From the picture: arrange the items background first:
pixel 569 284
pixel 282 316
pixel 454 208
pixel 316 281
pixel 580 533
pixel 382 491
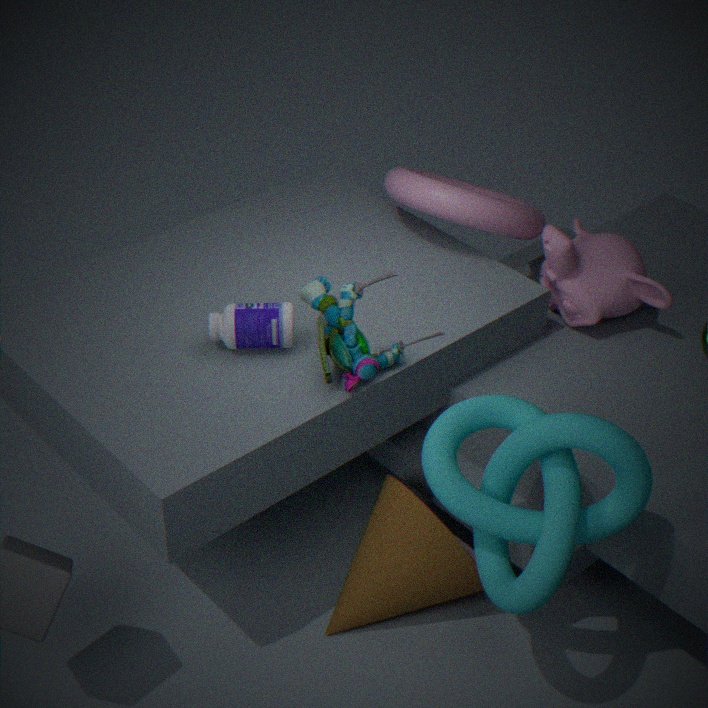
pixel 569 284 → pixel 454 208 → pixel 382 491 → pixel 316 281 → pixel 282 316 → pixel 580 533
